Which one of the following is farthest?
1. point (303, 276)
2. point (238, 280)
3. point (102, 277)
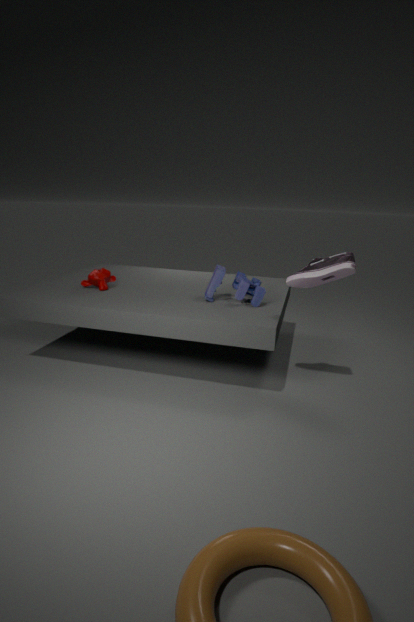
point (102, 277)
